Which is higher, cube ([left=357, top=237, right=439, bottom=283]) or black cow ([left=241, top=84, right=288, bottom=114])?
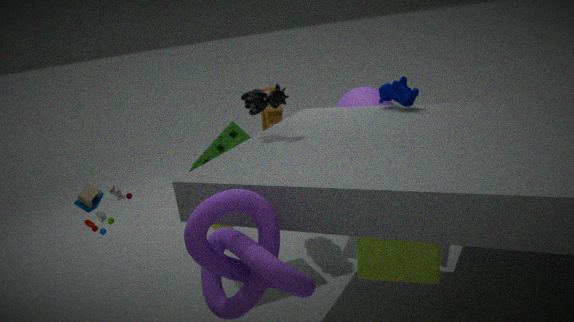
black cow ([left=241, top=84, right=288, bottom=114])
